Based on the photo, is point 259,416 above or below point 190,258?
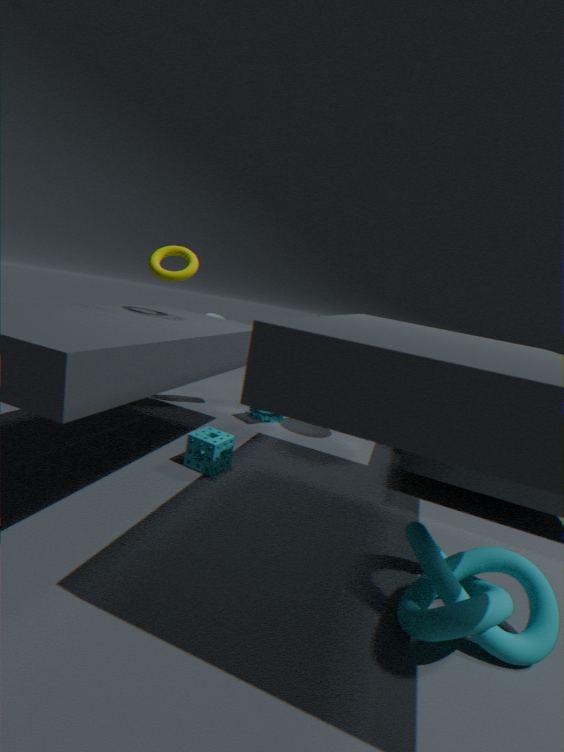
below
